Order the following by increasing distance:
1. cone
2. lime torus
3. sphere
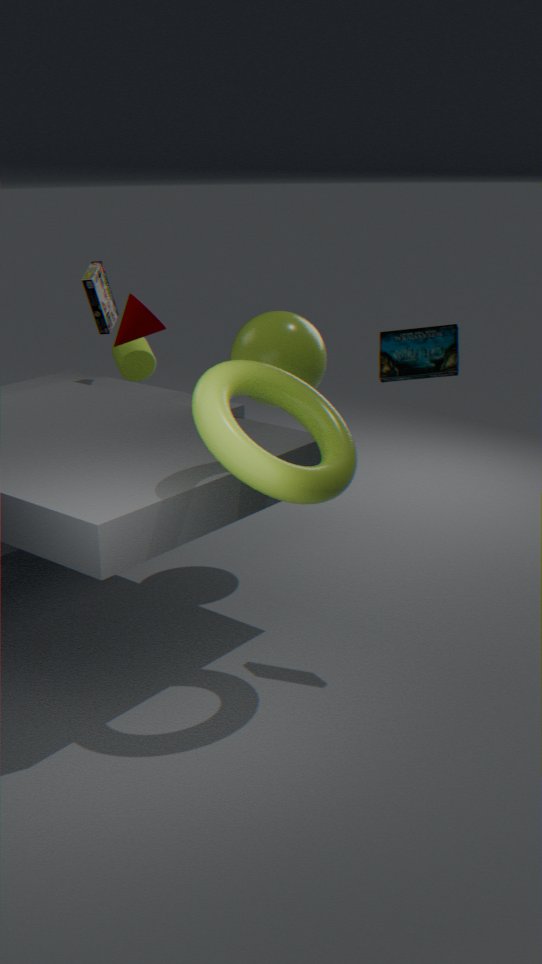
lime torus → sphere → cone
